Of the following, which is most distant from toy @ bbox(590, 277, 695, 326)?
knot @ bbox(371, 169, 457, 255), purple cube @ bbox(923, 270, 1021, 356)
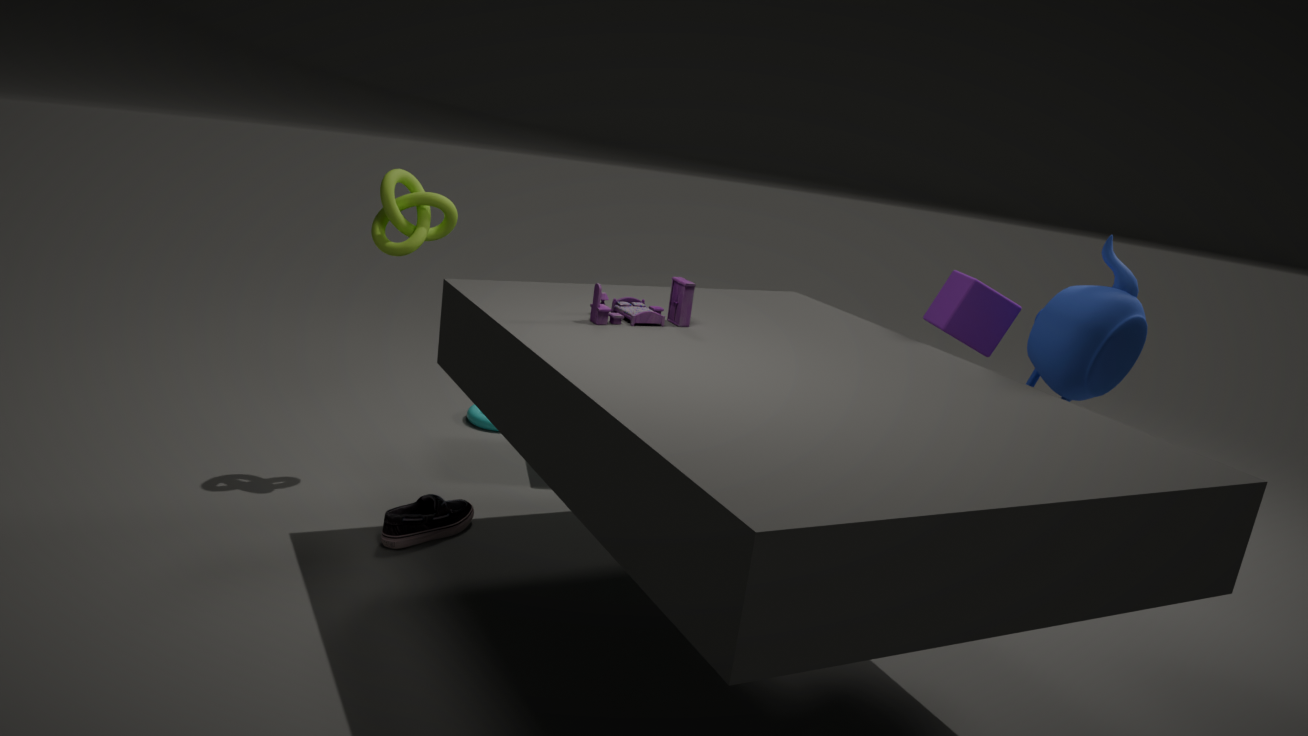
purple cube @ bbox(923, 270, 1021, 356)
